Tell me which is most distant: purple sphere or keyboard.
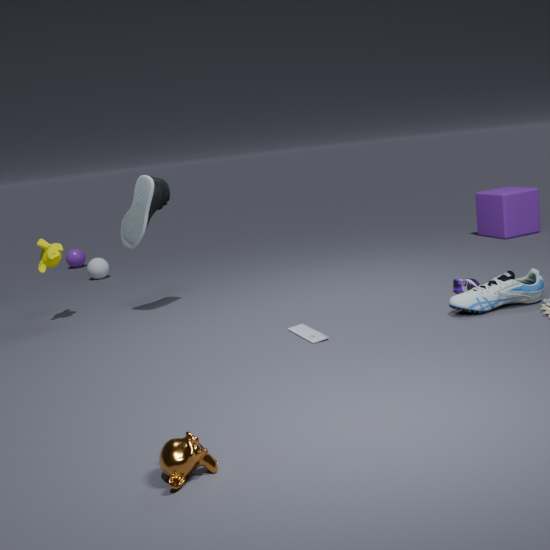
purple sphere
